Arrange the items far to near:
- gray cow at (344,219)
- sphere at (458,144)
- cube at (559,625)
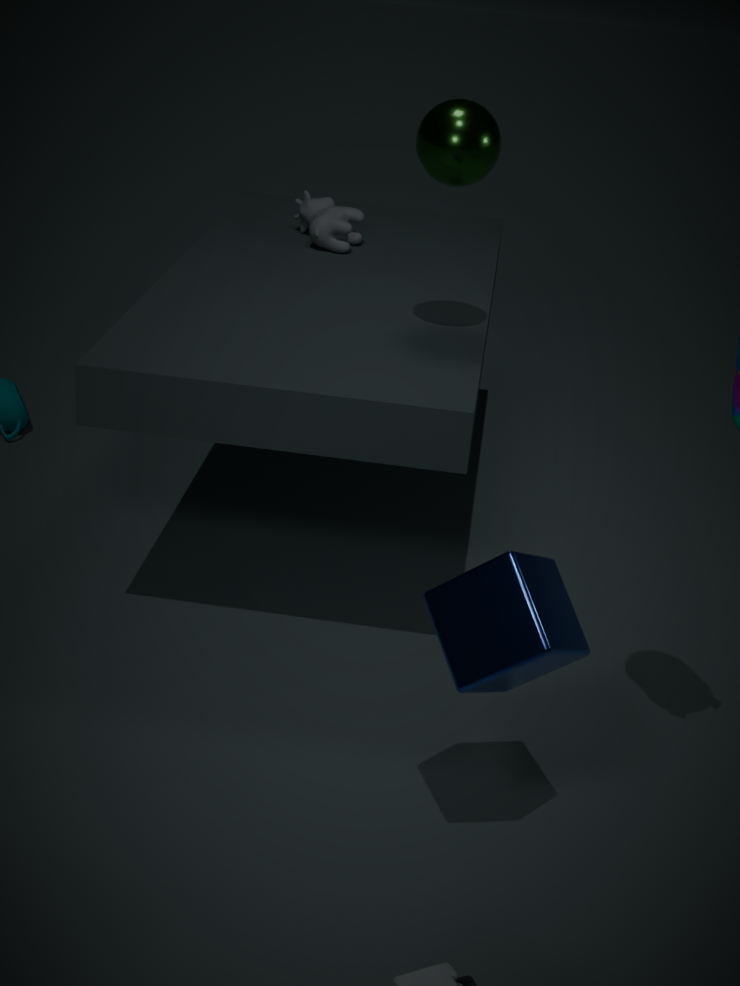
gray cow at (344,219) → sphere at (458,144) → cube at (559,625)
